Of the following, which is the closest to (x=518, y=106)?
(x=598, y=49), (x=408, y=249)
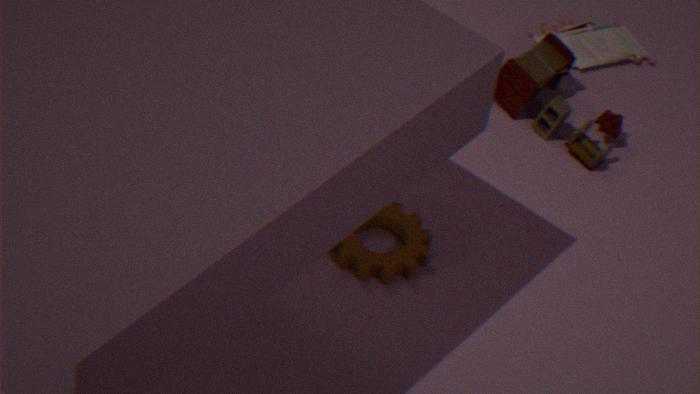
(x=598, y=49)
